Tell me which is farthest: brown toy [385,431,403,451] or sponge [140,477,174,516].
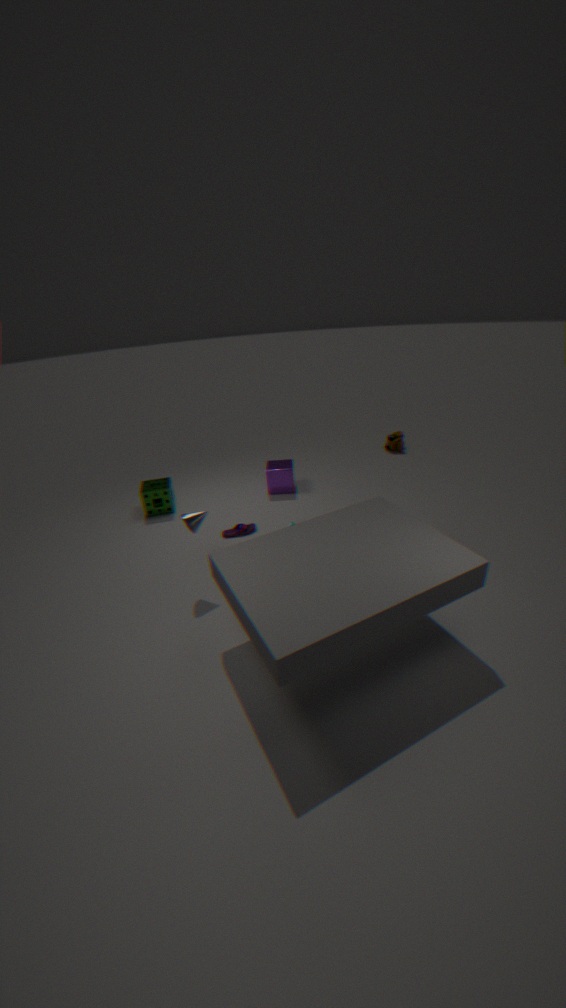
brown toy [385,431,403,451]
